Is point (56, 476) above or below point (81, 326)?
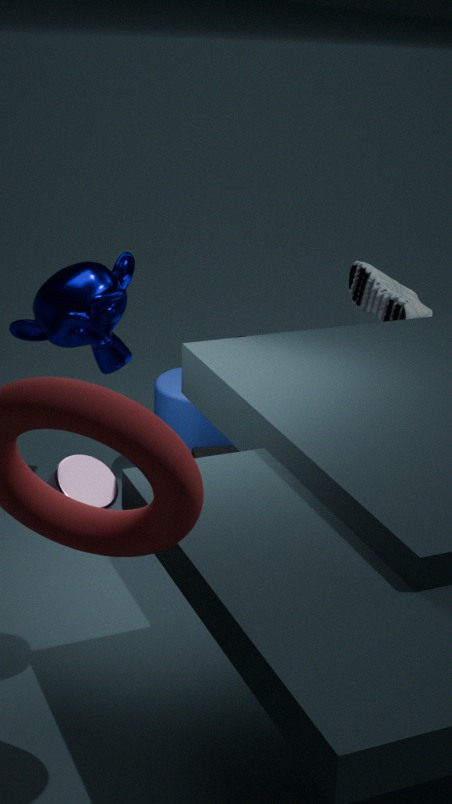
below
